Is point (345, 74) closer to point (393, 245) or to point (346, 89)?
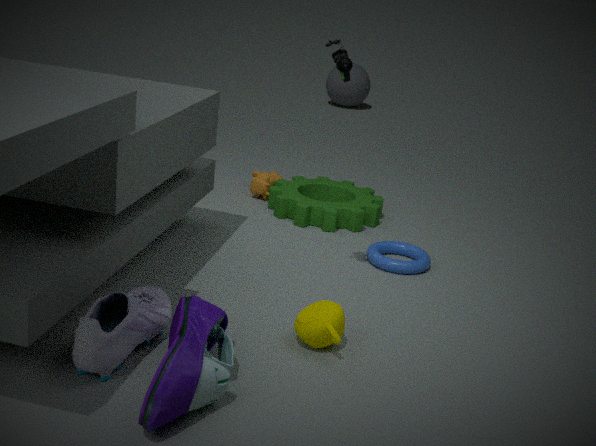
point (393, 245)
